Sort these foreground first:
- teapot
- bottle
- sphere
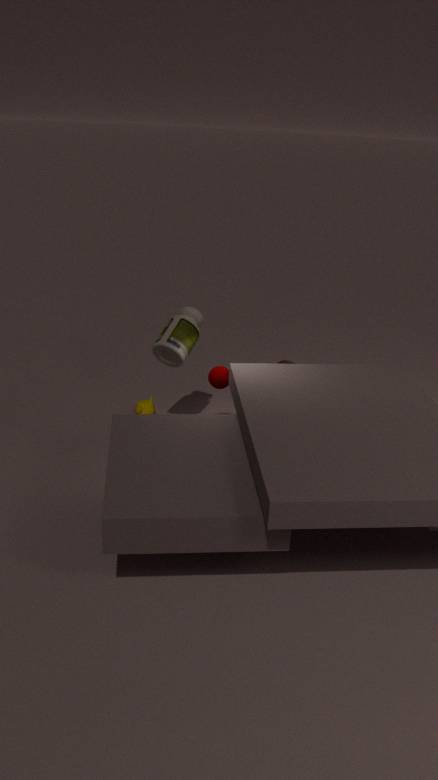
bottle, sphere, teapot
